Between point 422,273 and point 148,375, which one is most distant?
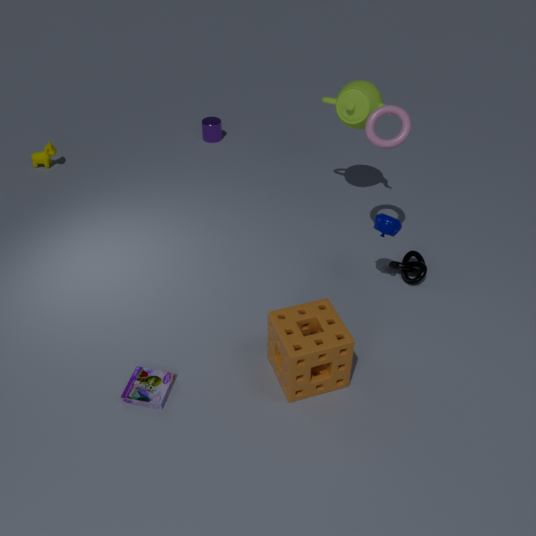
point 422,273
